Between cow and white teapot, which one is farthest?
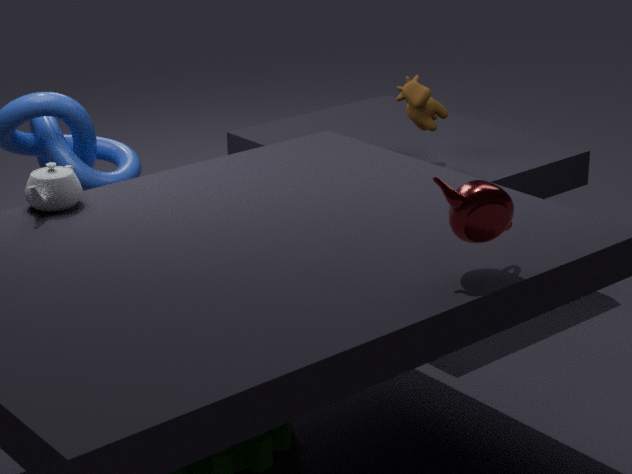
cow
